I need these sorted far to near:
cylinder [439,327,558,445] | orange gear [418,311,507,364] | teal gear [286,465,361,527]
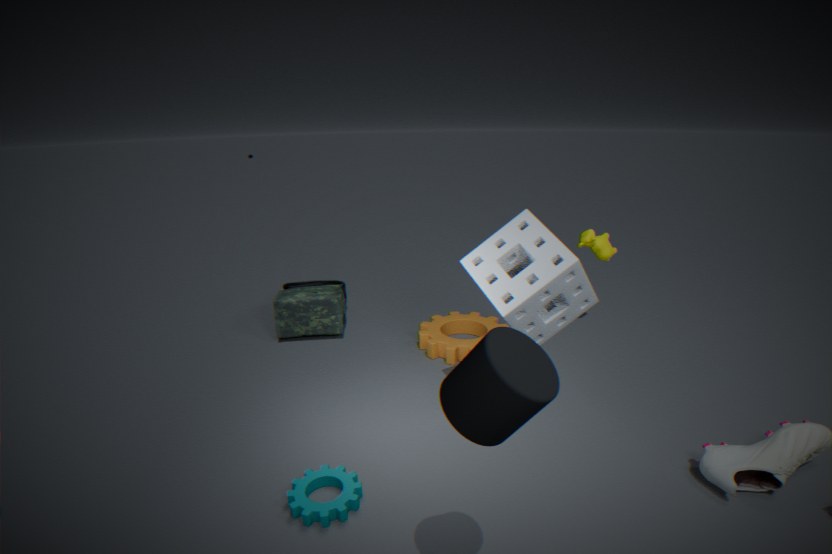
1. orange gear [418,311,507,364]
2. teal gear [286,465,361,527]
3. cylinder [439,327,558,445]
